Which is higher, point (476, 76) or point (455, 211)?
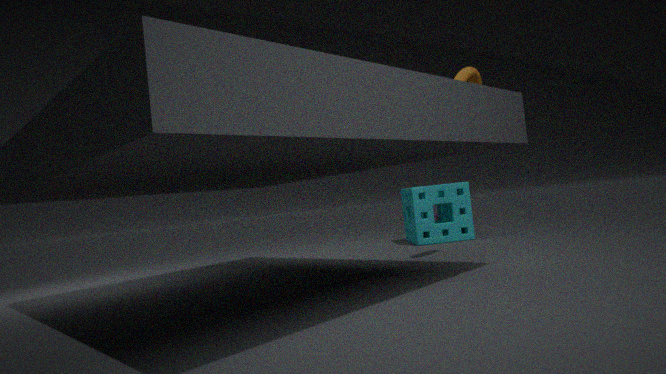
point (476, 76)
